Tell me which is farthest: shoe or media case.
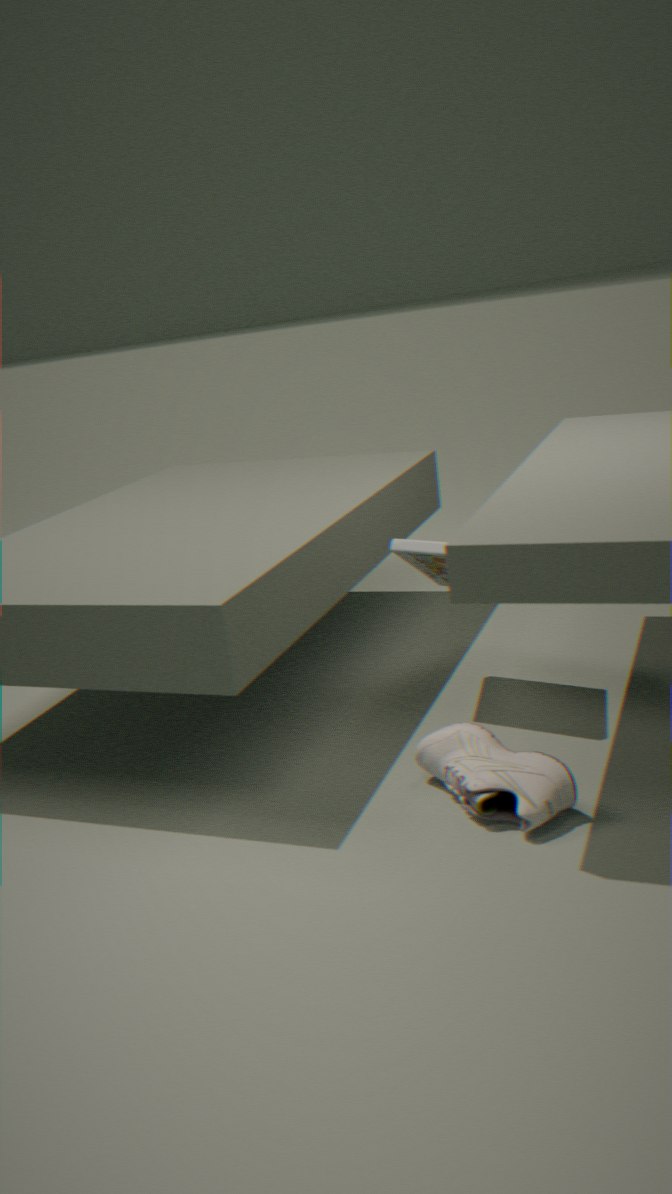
media case
